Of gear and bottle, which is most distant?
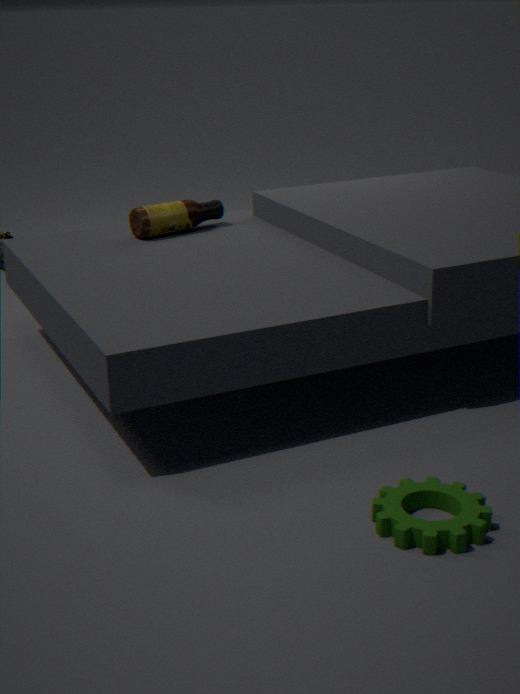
bottle
